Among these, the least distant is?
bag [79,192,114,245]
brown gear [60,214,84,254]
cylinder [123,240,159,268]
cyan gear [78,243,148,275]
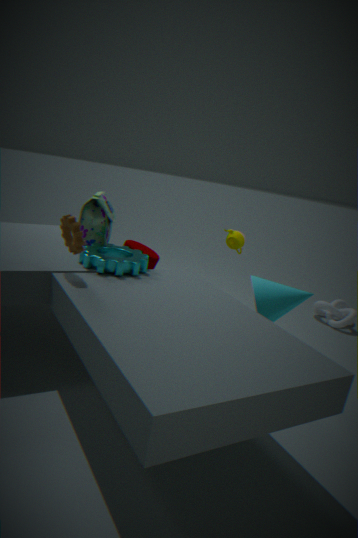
brown gear [60,214,84,254]
